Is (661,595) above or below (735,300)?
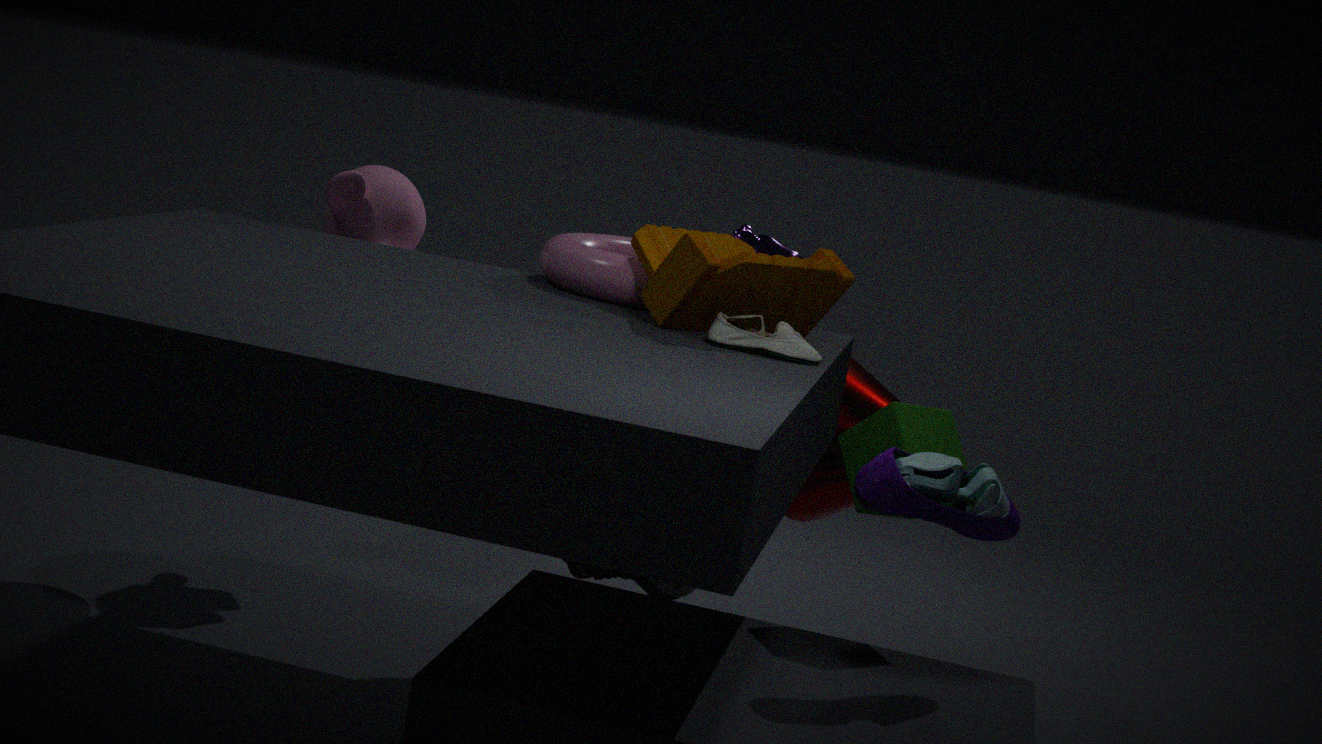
below
